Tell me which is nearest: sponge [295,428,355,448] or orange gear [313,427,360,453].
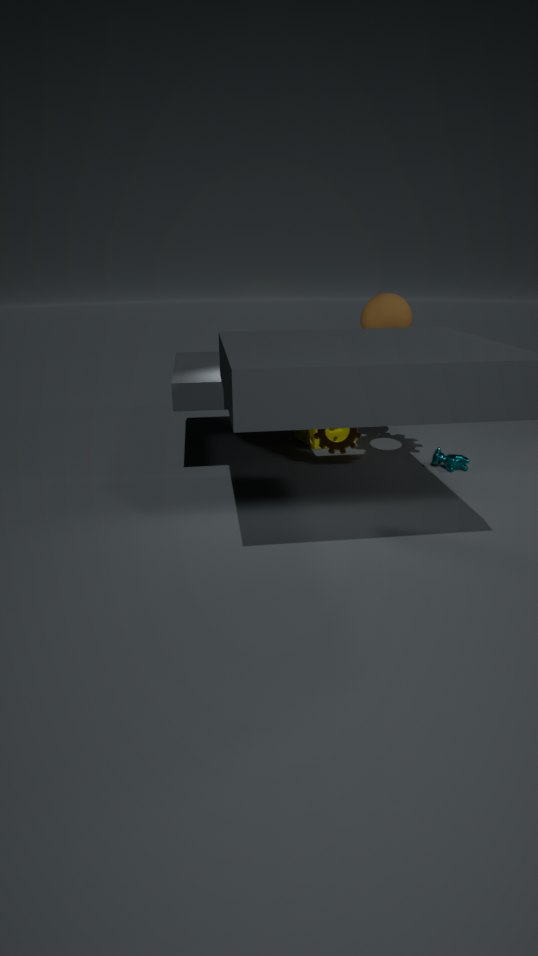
orange gear [313,427,360,453]
